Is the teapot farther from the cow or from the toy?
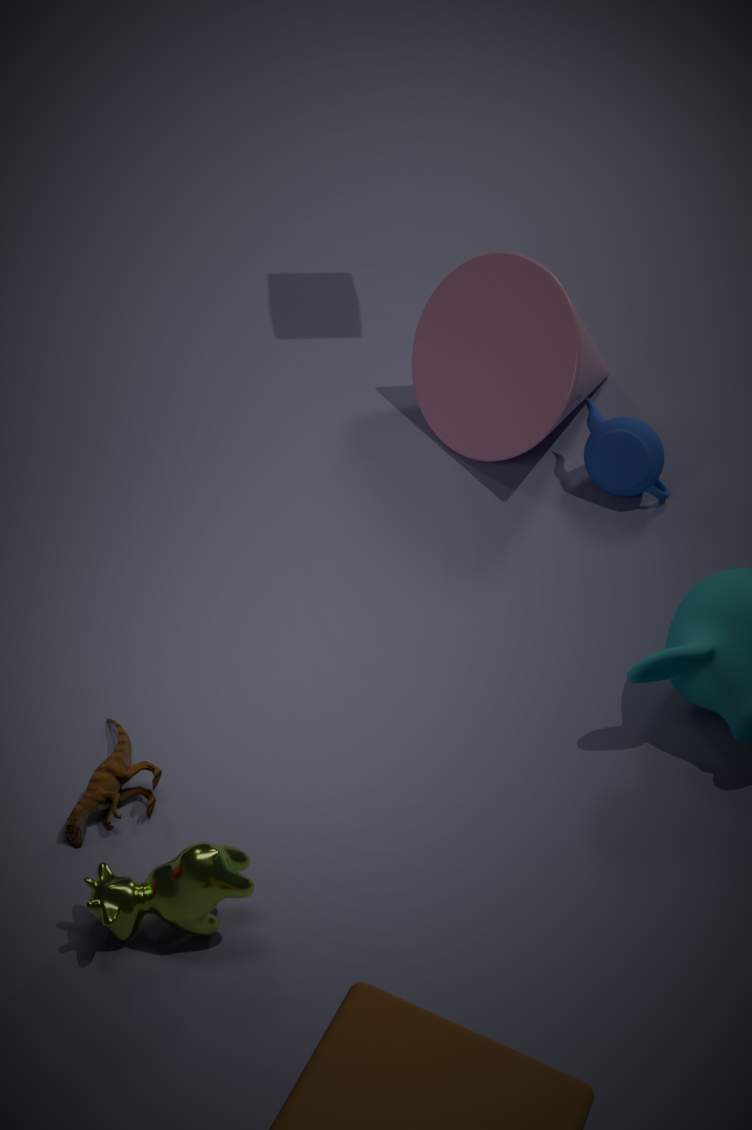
the cow
